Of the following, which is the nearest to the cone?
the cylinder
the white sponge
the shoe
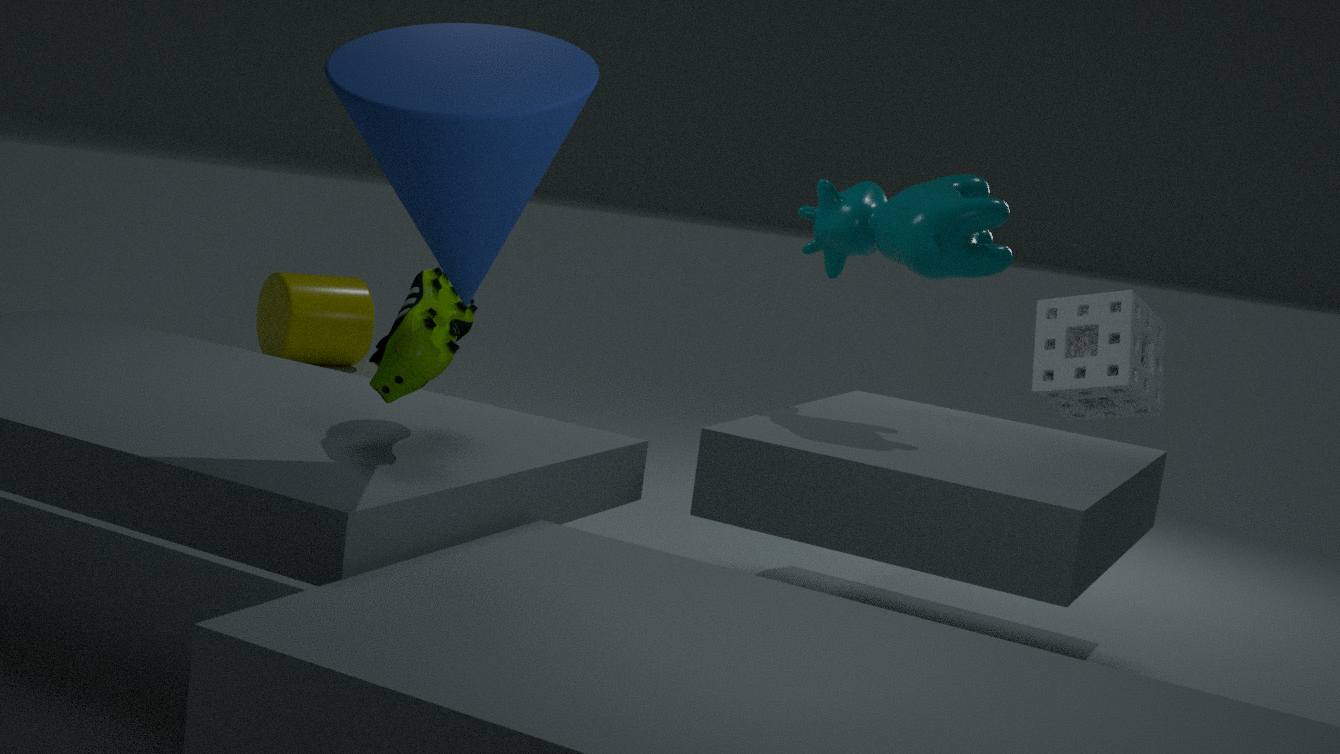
the shoe
